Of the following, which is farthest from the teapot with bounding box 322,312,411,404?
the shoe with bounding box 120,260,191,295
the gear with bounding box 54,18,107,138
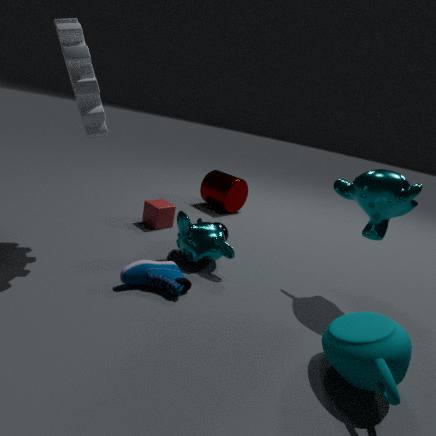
the gear with bounding box 54,18,107,138
